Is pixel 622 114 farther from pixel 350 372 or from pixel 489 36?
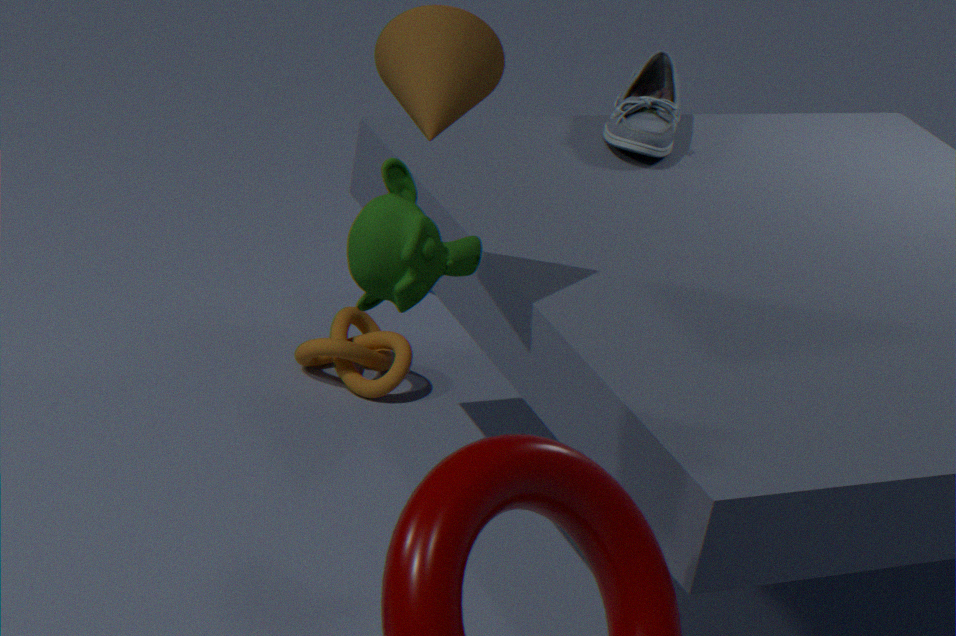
pixel 489 36
